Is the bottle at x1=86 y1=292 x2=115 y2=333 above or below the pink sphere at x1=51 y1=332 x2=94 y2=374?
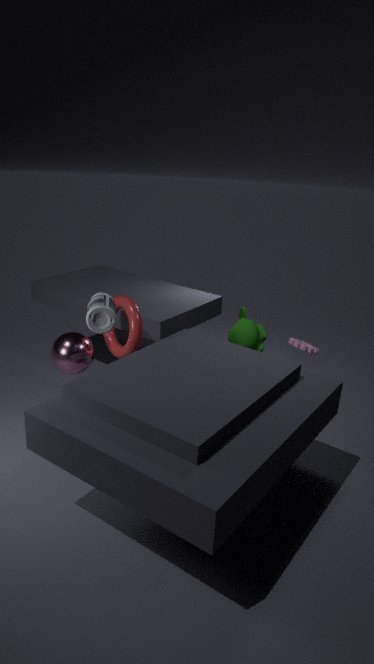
above
